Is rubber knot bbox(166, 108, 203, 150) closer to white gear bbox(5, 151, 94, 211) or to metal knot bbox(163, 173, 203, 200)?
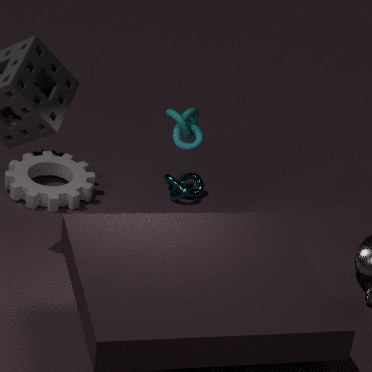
metal knot bbox(163, 173, 203, 200)
